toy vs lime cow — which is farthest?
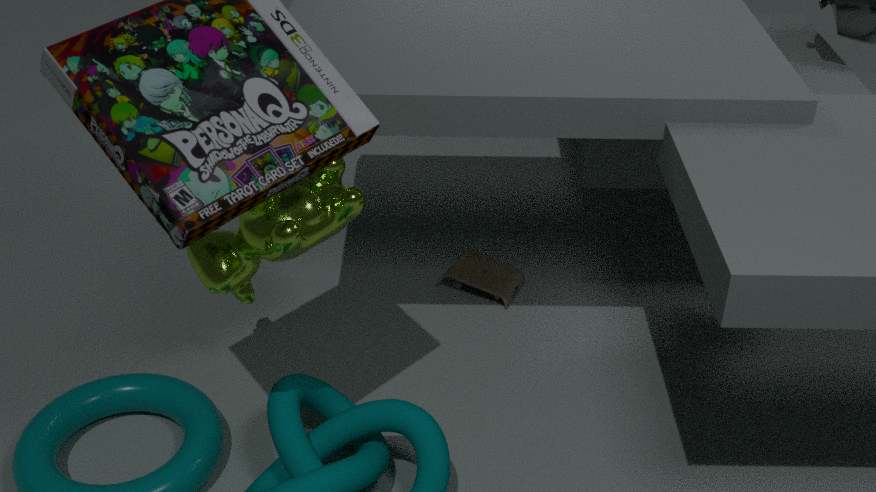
toy
